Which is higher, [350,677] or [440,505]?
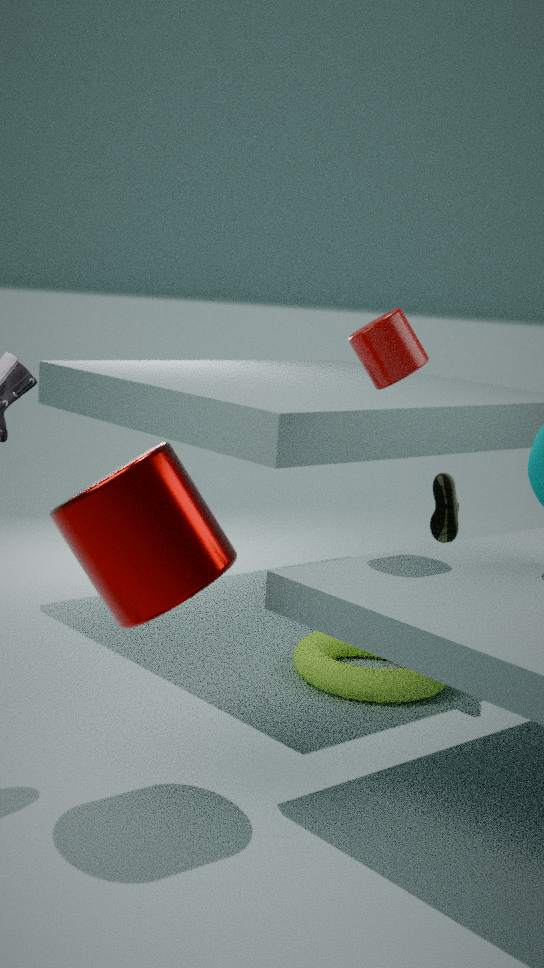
[440,505]
